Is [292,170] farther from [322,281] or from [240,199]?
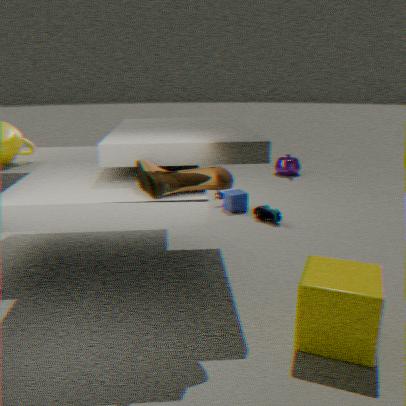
[322,281]
